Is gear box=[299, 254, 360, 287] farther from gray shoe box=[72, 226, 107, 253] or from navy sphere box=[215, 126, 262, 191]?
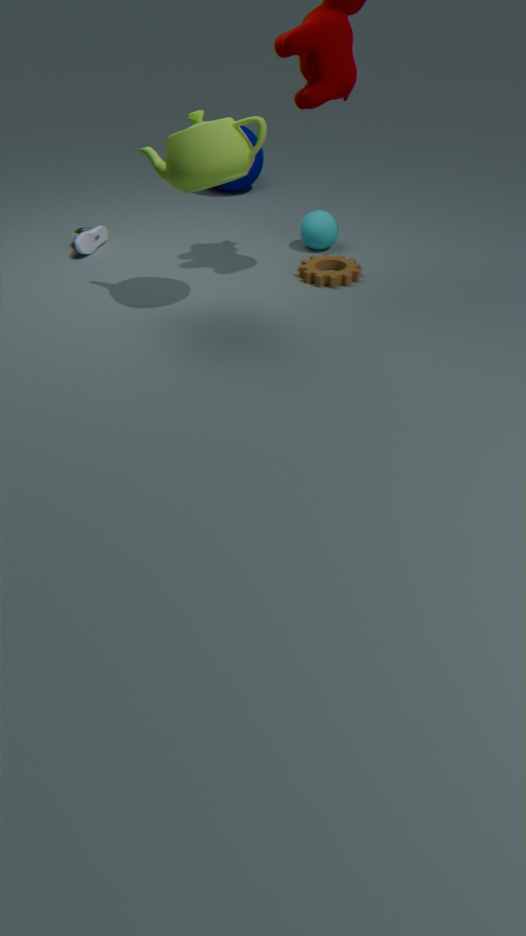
navy sphere box=[215, 126, 262, 191]
